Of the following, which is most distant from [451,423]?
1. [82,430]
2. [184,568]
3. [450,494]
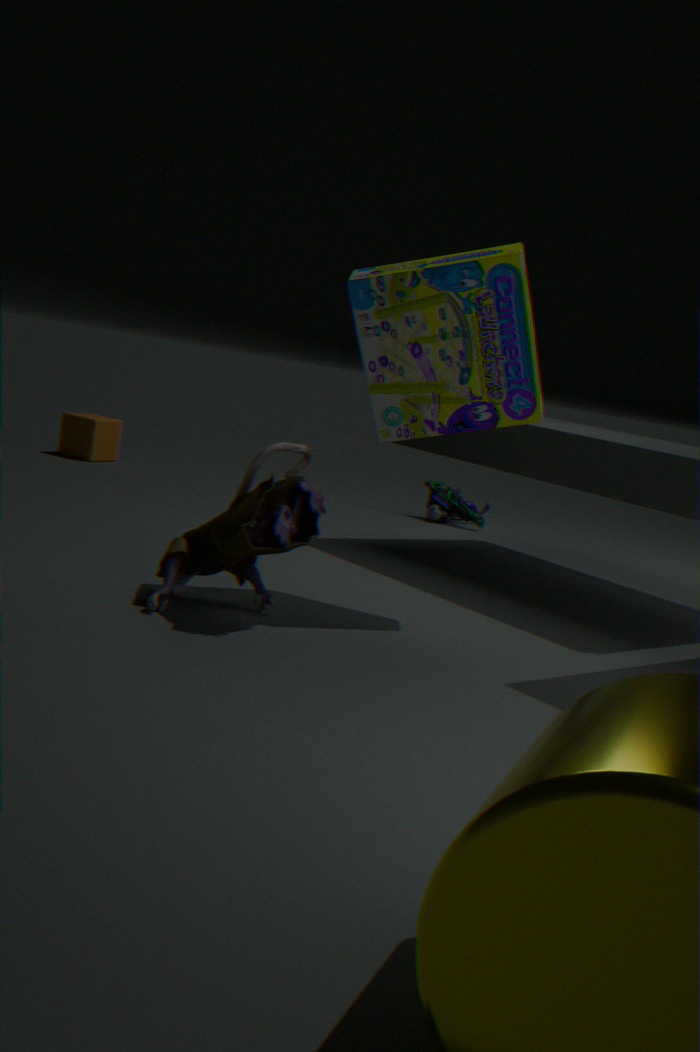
[82,430]
